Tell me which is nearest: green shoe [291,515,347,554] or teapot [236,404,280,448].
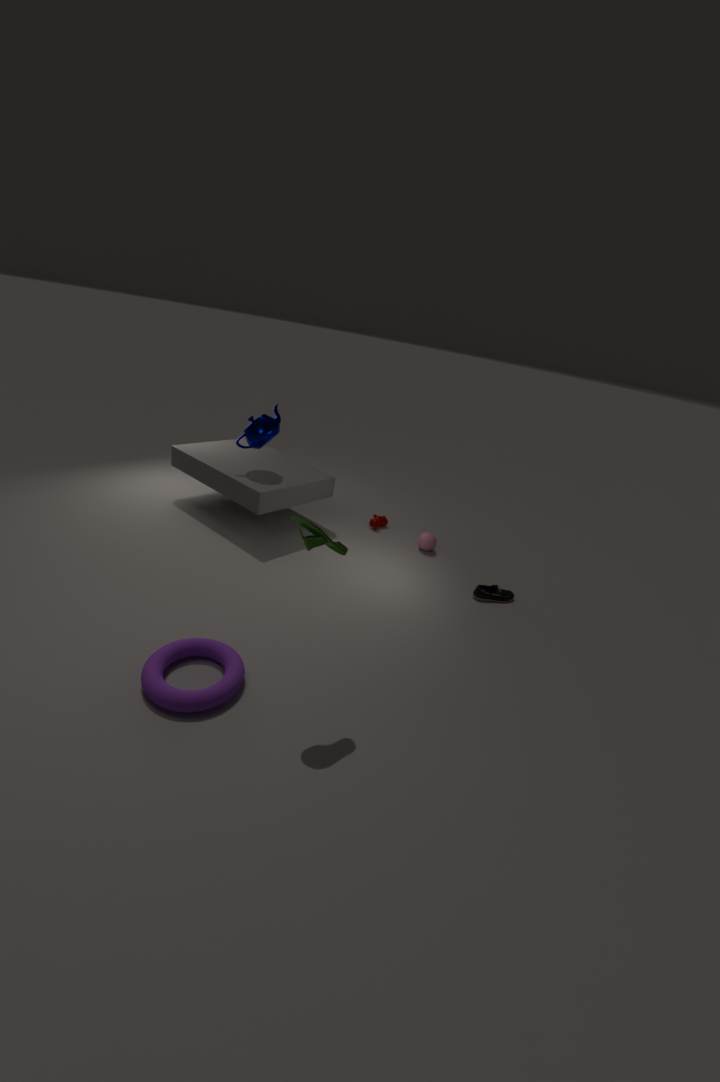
green shoe [291,515,347,554]
